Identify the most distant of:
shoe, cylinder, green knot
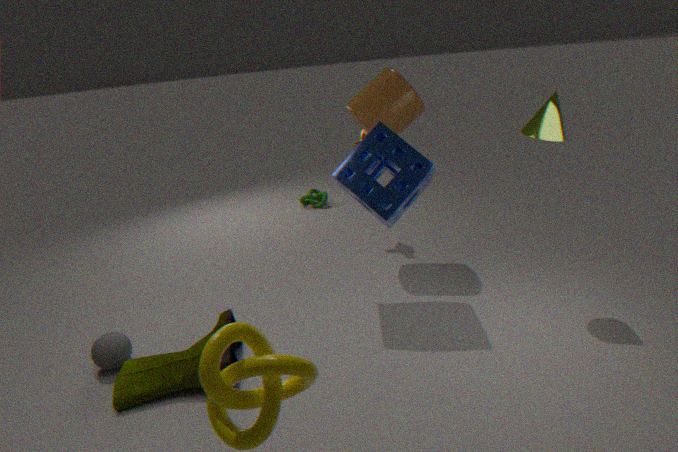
green knot
